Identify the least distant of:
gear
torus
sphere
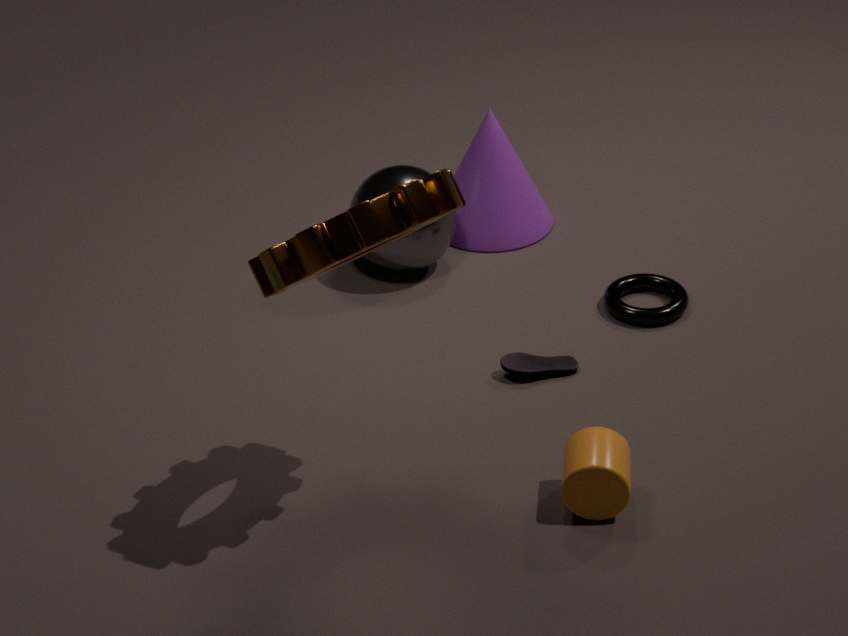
gear
